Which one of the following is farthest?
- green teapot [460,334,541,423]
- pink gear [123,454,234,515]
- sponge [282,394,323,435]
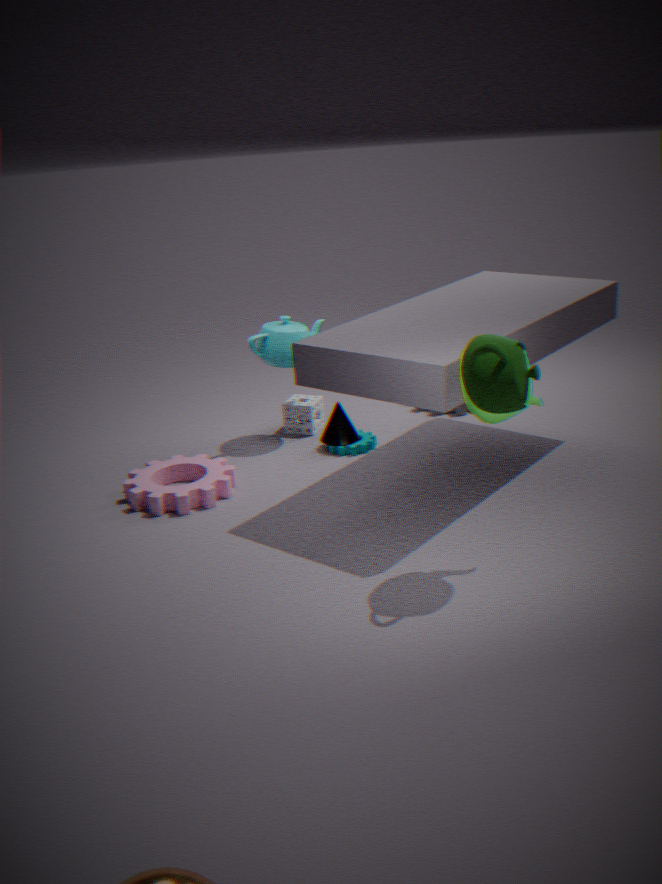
sponge [282,394,323,435]
